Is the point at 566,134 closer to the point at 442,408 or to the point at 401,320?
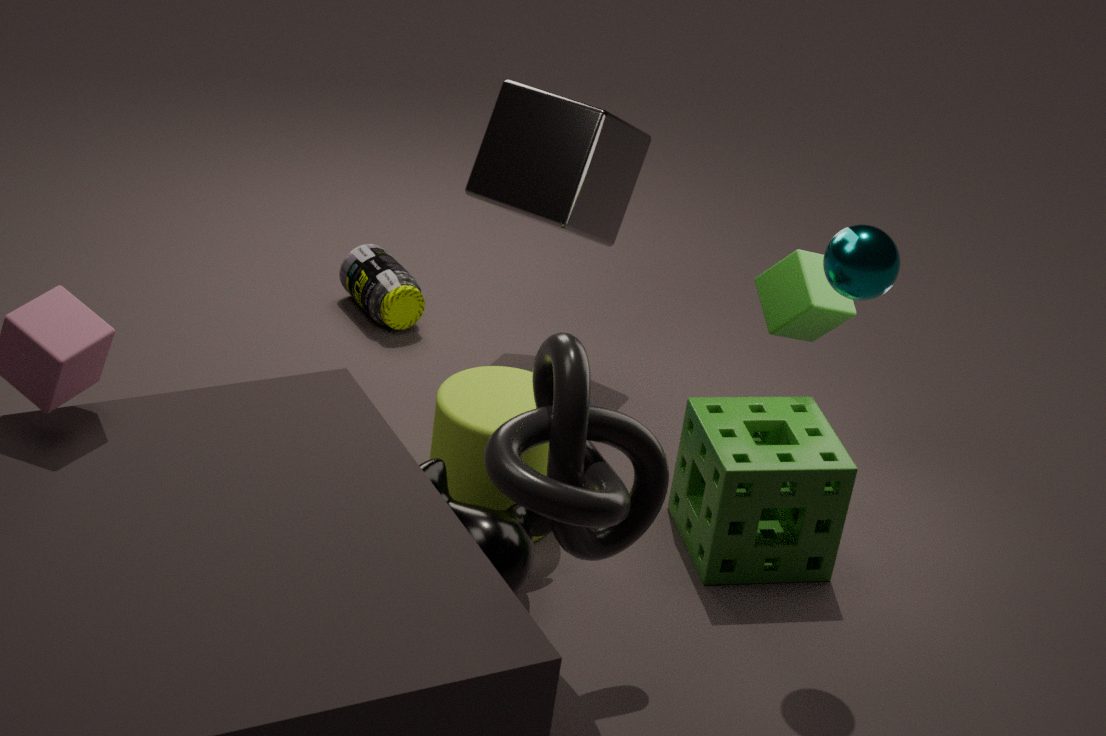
the point at 401,320
